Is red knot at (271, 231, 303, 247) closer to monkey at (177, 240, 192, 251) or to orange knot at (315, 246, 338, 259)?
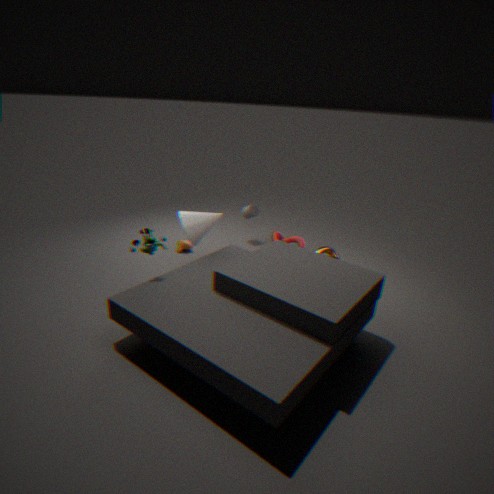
orange knot at (315, 246, 338, 259)
